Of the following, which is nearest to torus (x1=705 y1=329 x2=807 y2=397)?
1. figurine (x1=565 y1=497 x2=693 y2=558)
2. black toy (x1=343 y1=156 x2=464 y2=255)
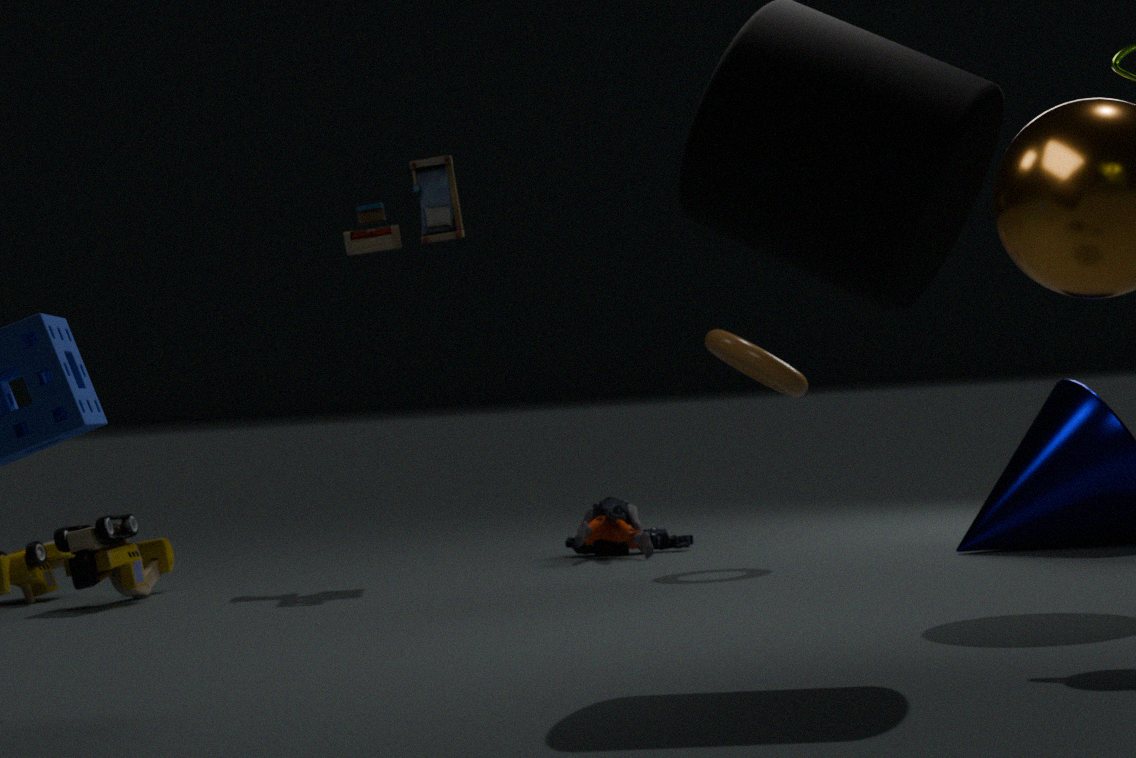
figurine (x1=565 y1=497 x2=693 y2=558)
